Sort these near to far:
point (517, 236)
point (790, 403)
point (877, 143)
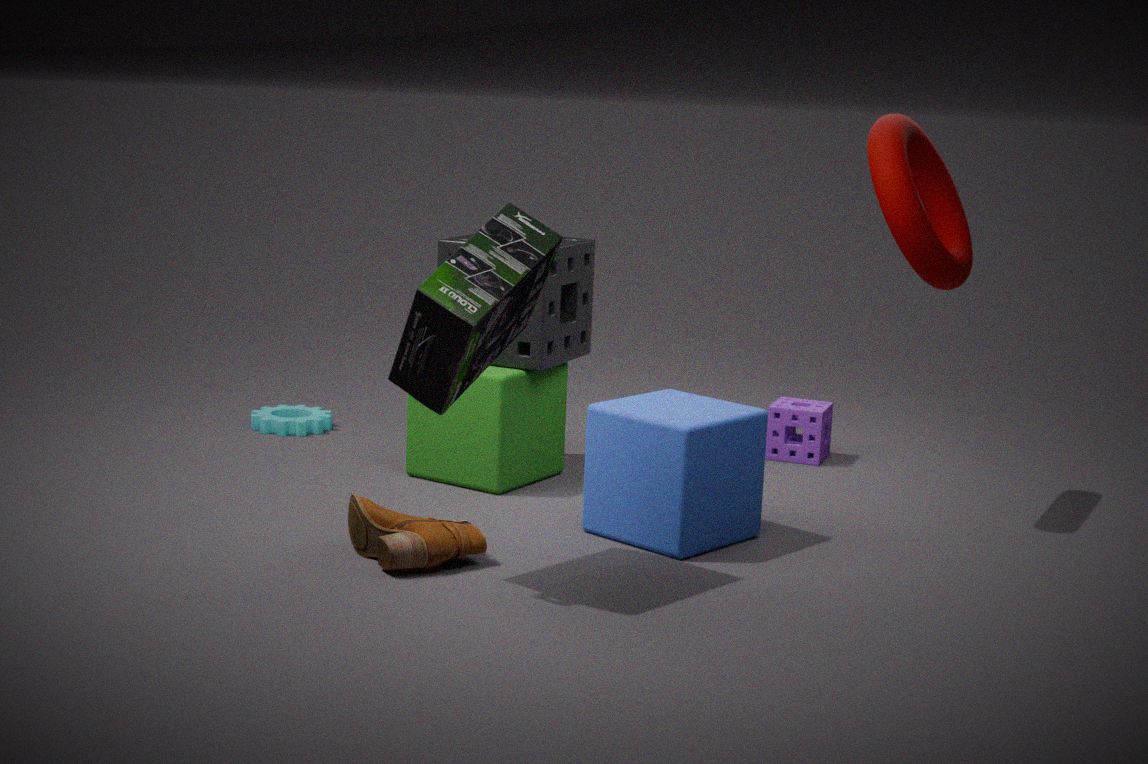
1. point (517, 236)
2. point (877, 143)
3. point (790, 403)
